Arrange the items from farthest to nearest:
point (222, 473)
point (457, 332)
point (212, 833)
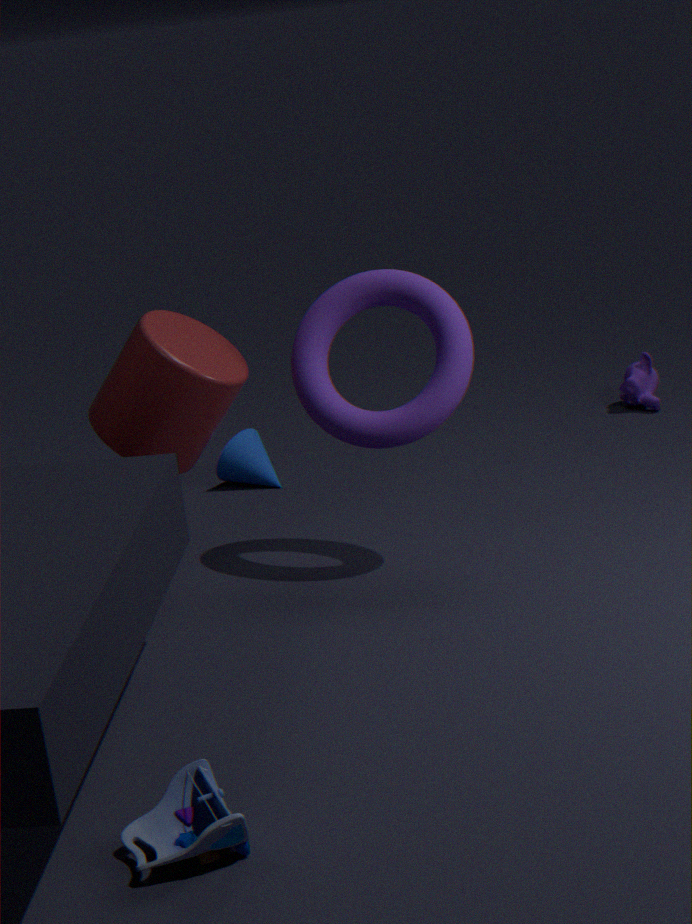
point (222, 473)
point (457, 332)
point (212, 833)
